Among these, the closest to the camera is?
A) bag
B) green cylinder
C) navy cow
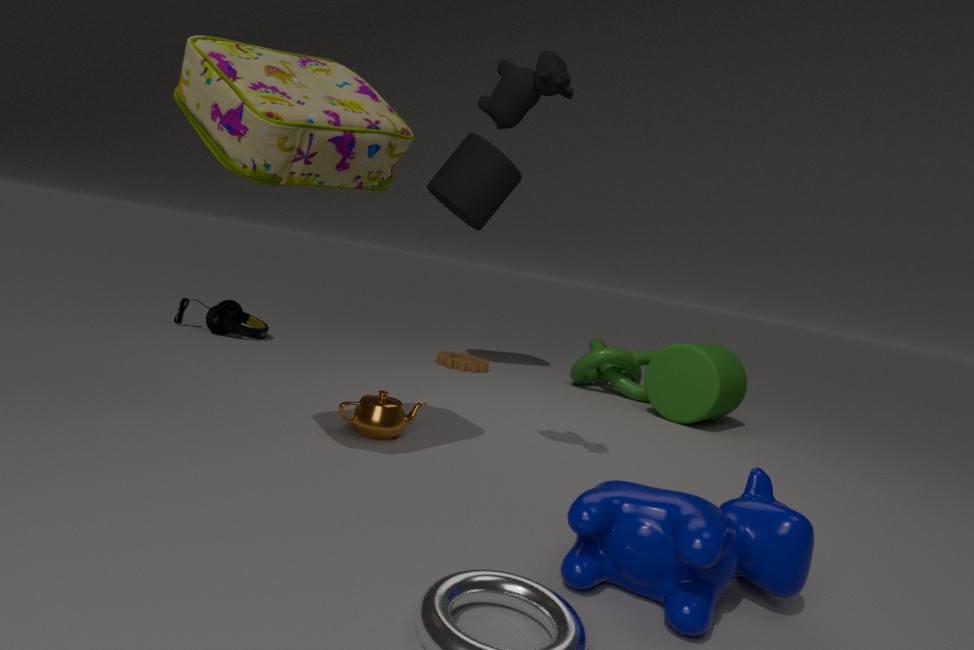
navy cow
